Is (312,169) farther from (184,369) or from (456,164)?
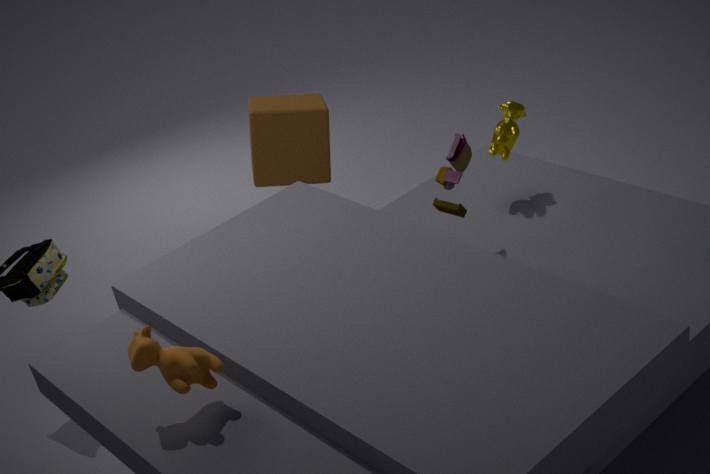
(184,369)
